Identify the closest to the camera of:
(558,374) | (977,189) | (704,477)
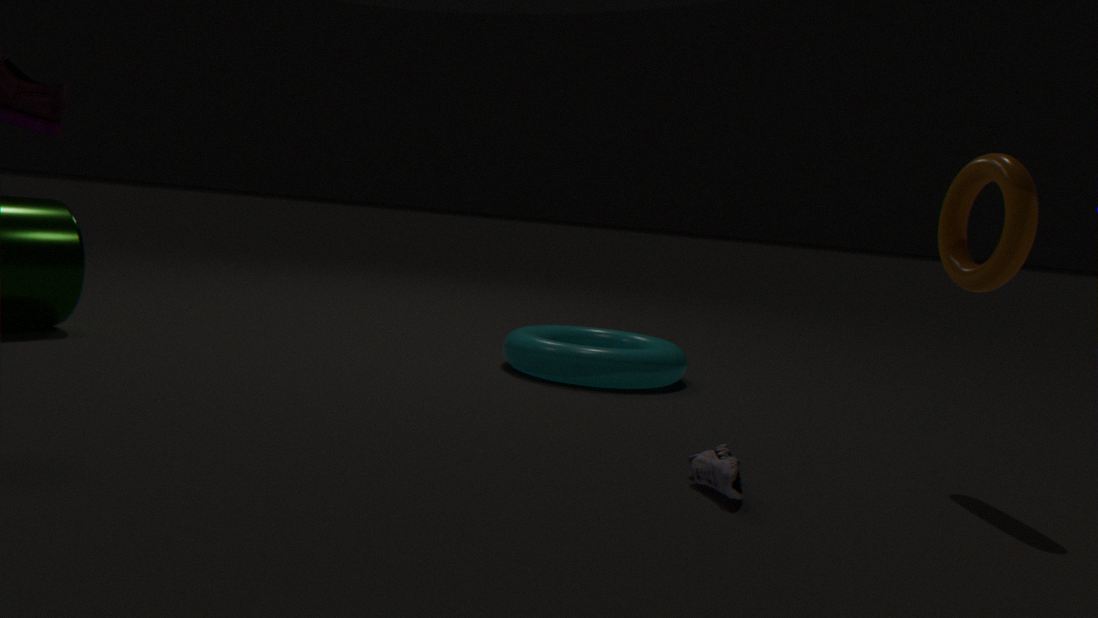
(704,477)
